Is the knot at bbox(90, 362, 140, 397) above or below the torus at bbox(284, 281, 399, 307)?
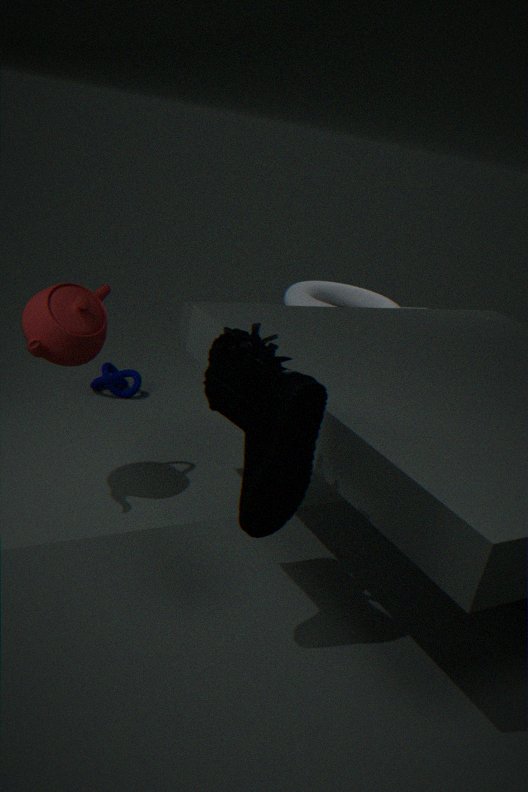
below
